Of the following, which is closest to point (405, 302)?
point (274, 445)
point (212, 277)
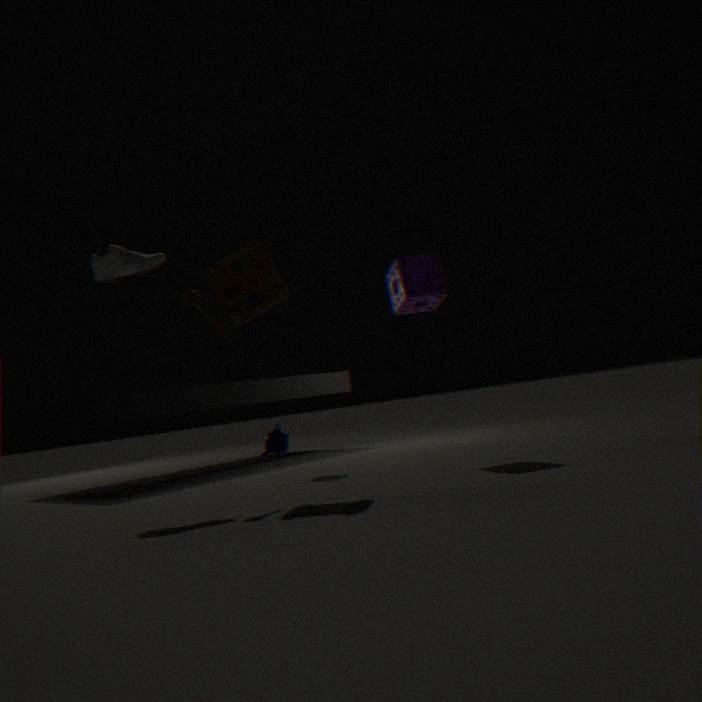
point (212, 277)
